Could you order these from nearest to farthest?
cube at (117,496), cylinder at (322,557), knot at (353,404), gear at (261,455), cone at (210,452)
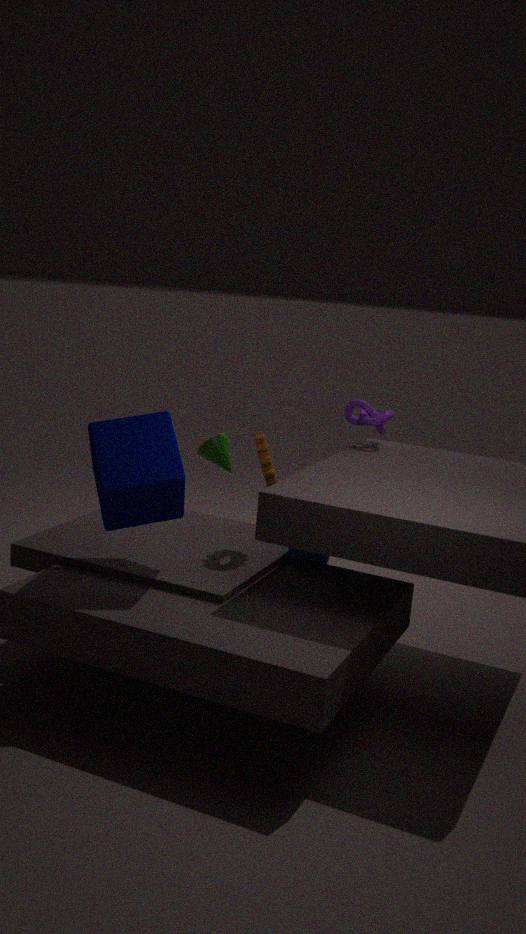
cube at (117,496)
gear at (261,455)
cylinder at (322,557)
knot at (353,404)
cone at (210,452)
